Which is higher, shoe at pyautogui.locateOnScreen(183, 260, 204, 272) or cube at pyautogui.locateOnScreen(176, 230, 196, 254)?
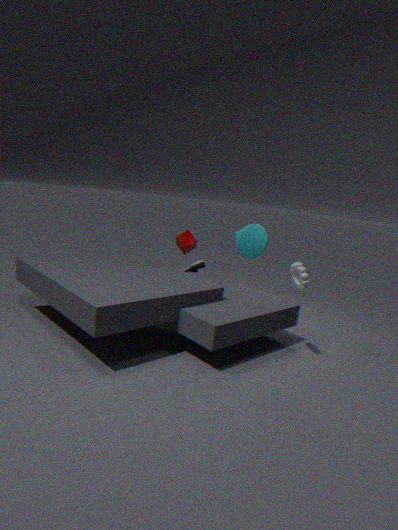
cube at pyautogui.locateOnScreen(176, 230, 196, 254)
